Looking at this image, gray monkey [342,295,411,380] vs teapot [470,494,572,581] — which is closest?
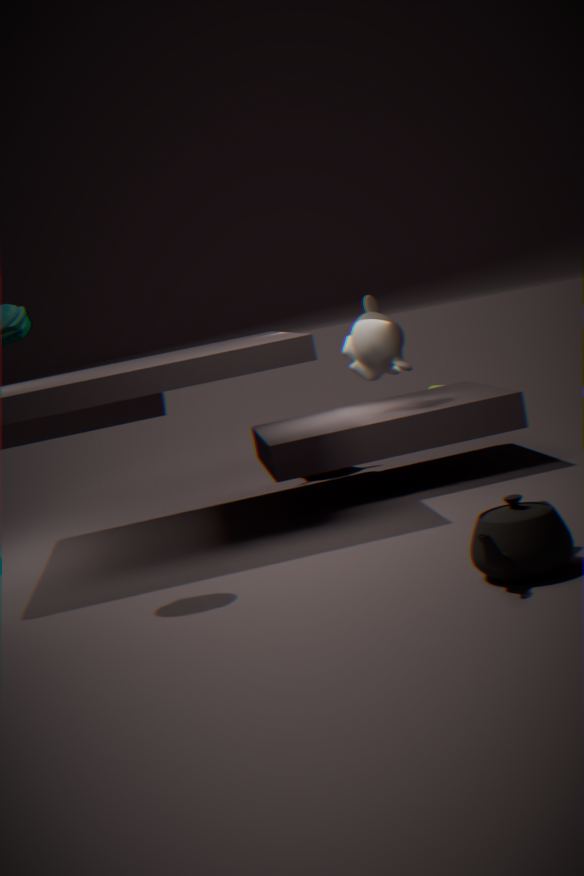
teapot [470,494,572,581]
